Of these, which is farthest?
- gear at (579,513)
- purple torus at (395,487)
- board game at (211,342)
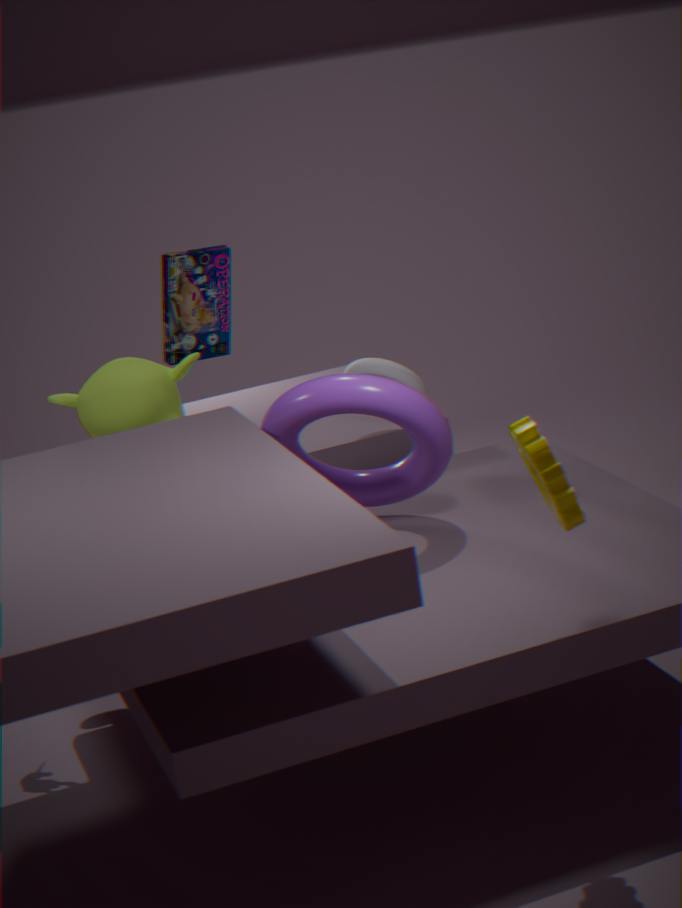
board game at (211,342)
